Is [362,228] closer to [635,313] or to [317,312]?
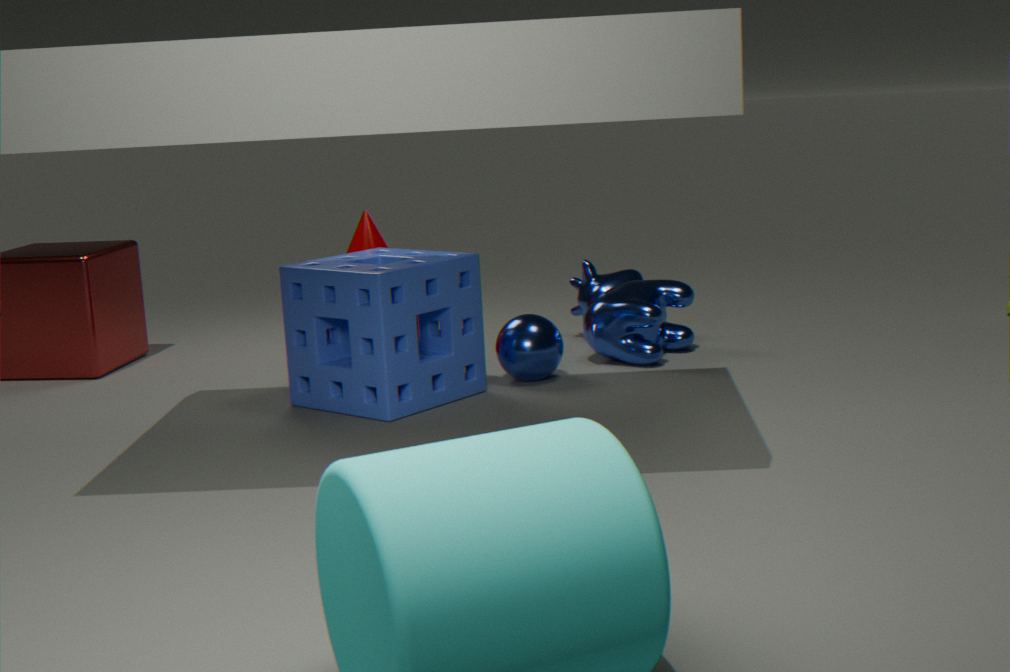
[317,312]
